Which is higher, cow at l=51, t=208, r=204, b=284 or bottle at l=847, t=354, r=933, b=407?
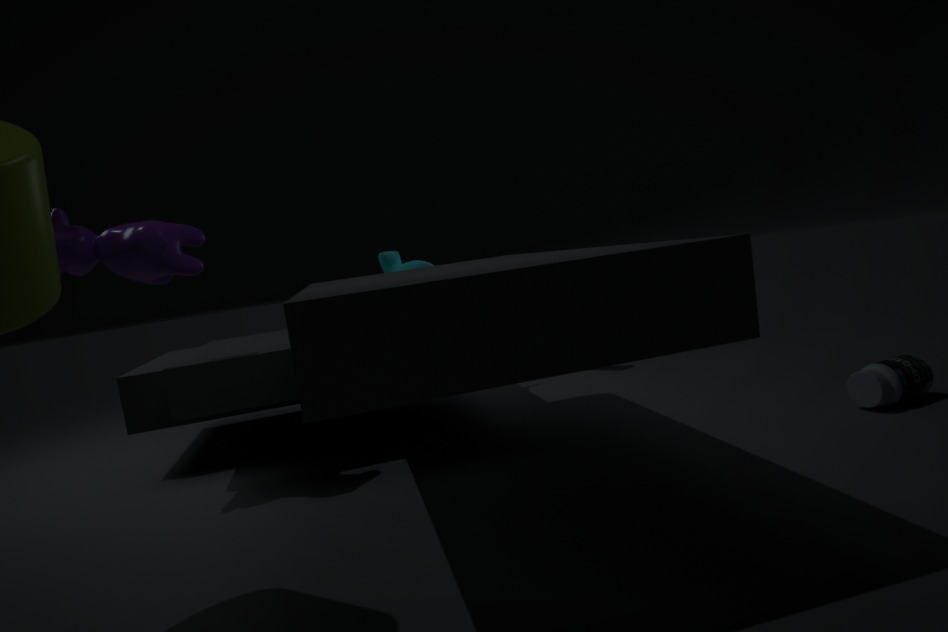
cow at l=51, t=208, r=204, b=284
